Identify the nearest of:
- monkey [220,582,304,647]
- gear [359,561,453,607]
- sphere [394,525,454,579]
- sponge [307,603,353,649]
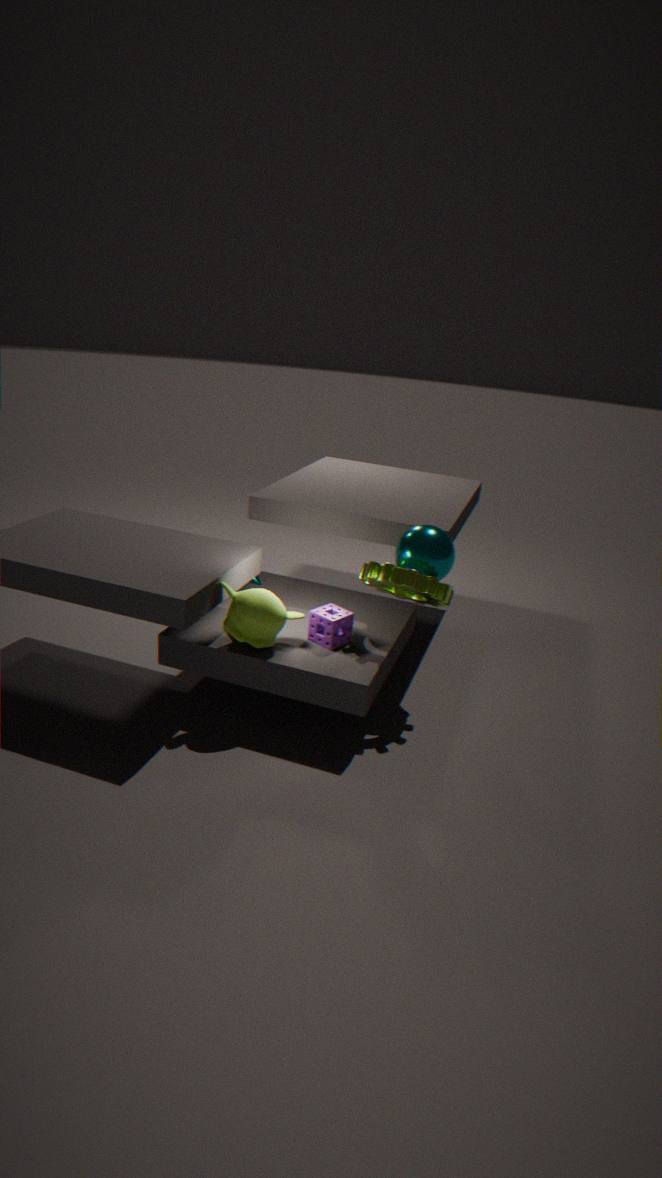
monkey [220,582,304,647]
